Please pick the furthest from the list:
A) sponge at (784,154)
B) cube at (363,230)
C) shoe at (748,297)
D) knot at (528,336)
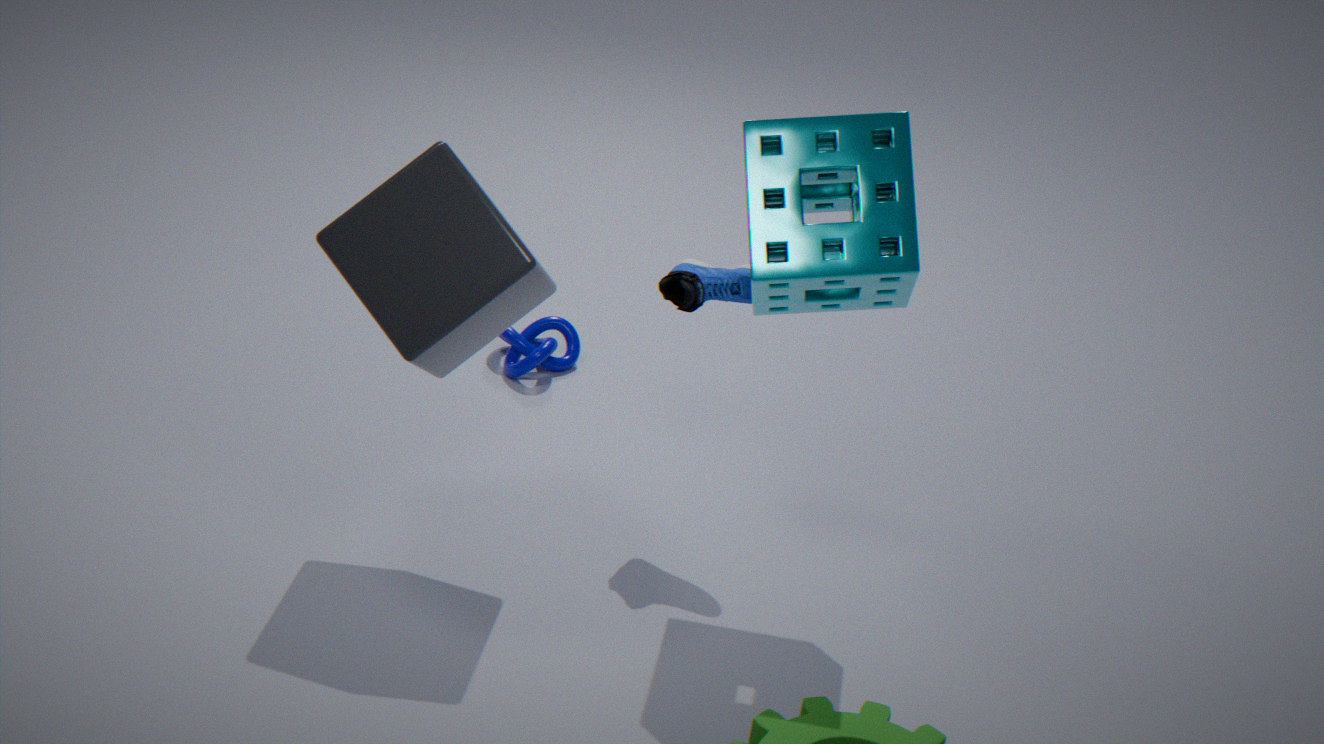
knot at (528,336)
